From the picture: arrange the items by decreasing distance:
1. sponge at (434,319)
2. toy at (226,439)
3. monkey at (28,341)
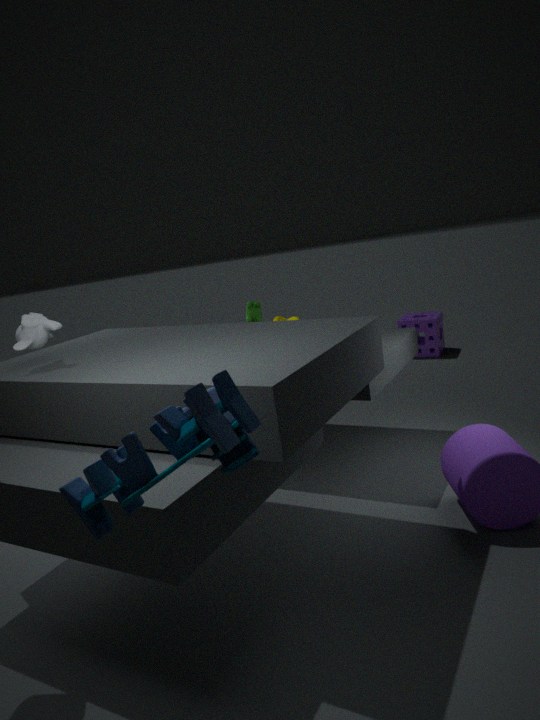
sponge at (434,319), monkey at (28,341), toy at (226,439)
